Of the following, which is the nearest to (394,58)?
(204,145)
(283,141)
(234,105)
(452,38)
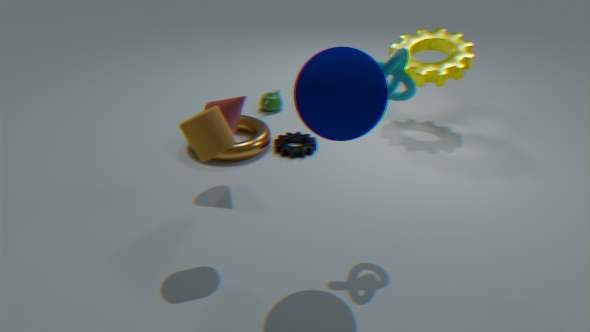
(204,145)
